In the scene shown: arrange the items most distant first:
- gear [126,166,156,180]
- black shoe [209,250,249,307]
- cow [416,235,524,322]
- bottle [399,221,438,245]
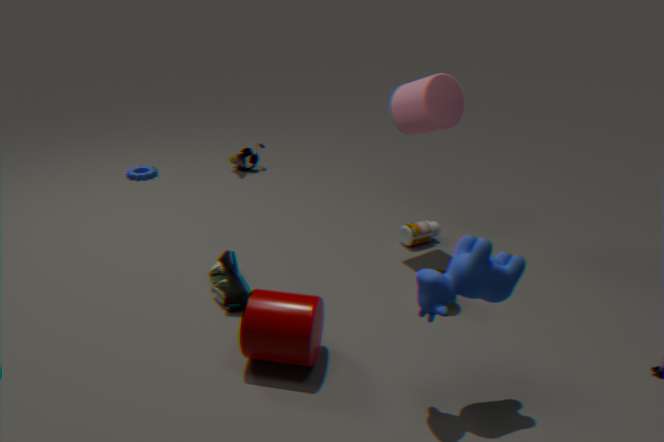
gear [126,166,156,180], bottle [399,221,438,245], black shoe [209,250,249,307], cow [416,235,524,322]
